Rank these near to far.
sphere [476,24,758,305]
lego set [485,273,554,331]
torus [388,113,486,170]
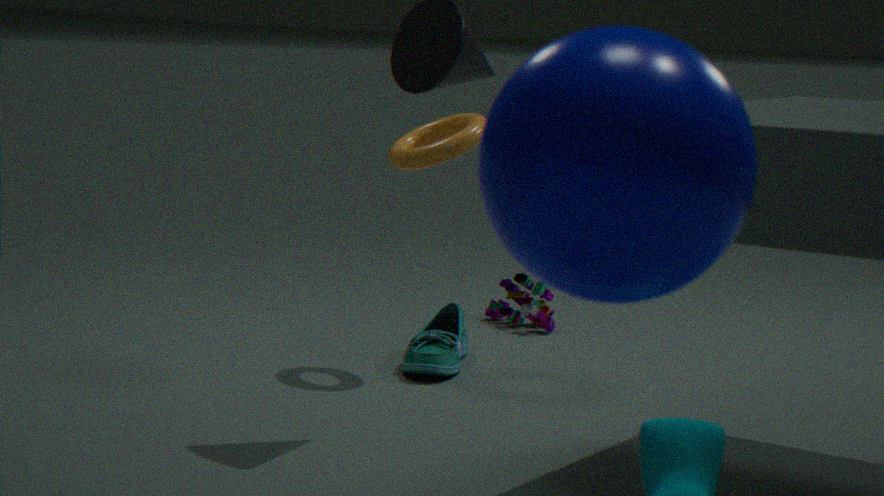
sphere [476,24,758,305] → torus [388,113,486,170] → lego set [485,273,554,331]
